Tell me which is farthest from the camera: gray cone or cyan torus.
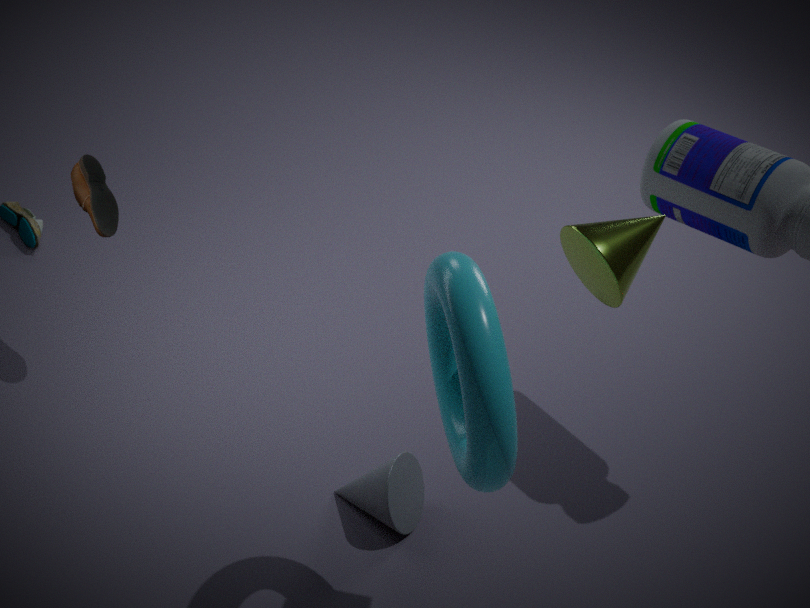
gray cone
